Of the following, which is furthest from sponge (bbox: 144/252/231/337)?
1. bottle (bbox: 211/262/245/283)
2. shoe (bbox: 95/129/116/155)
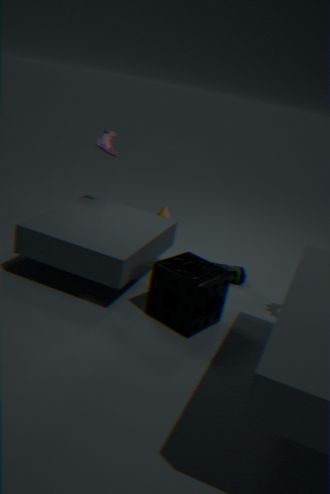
shoe (bbox: 95/129/116/155)
